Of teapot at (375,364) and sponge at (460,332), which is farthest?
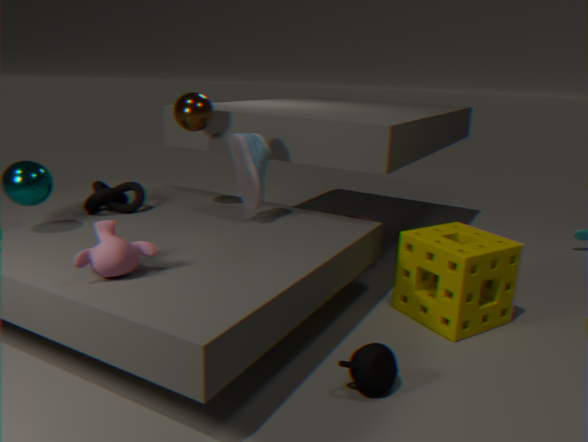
sponge at (460,332)
